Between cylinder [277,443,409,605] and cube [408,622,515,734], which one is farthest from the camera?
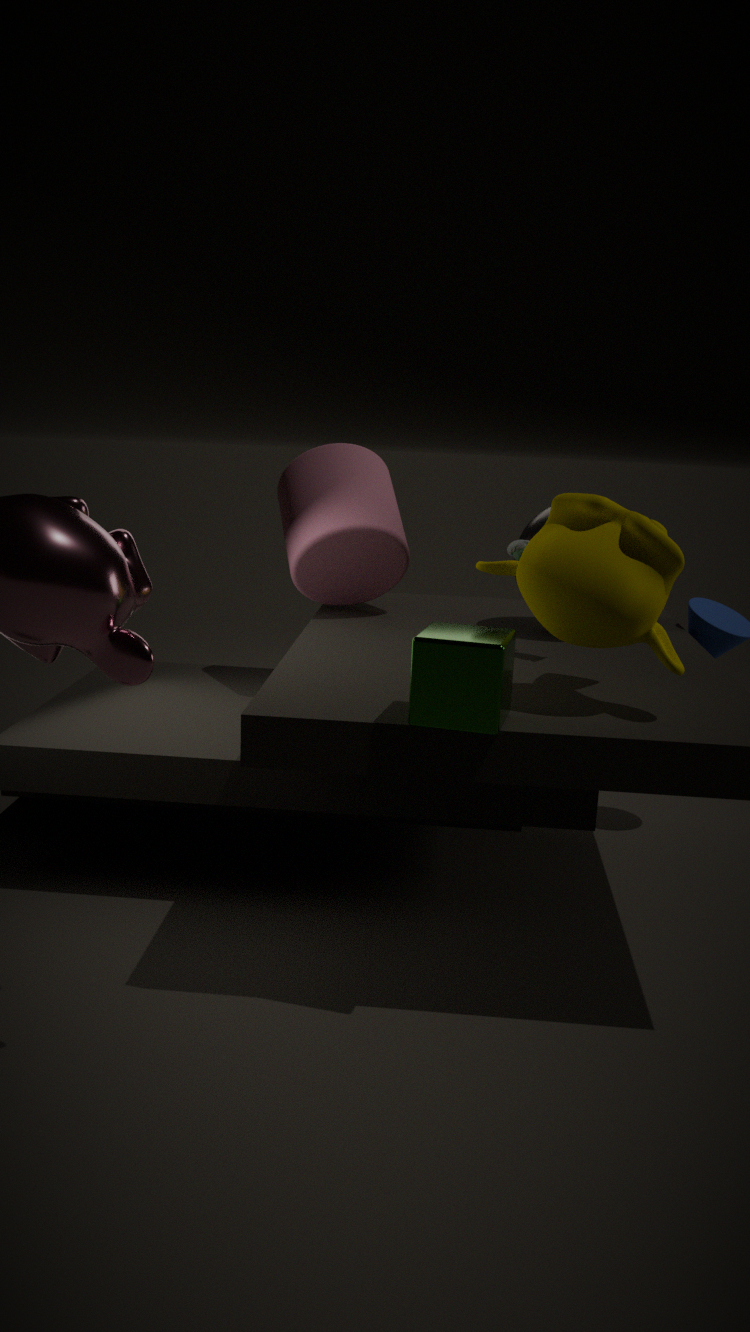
cylinder [277,443,409,605]
